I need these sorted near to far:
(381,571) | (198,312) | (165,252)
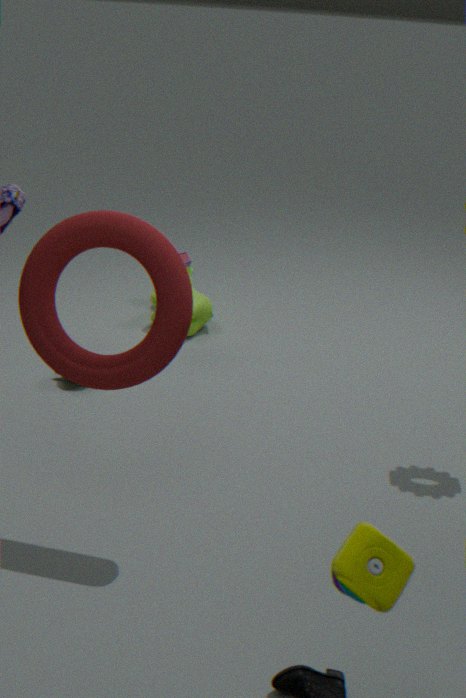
(381,571), (165,252), (198,312)
